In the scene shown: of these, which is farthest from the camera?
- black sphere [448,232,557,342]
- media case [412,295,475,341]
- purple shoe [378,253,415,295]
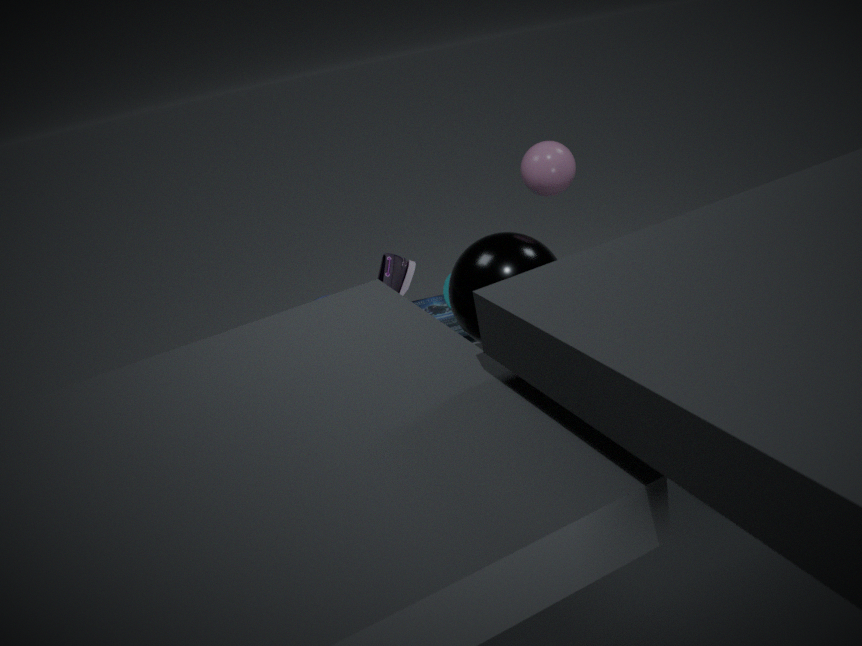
media case [412,295,475,341]
